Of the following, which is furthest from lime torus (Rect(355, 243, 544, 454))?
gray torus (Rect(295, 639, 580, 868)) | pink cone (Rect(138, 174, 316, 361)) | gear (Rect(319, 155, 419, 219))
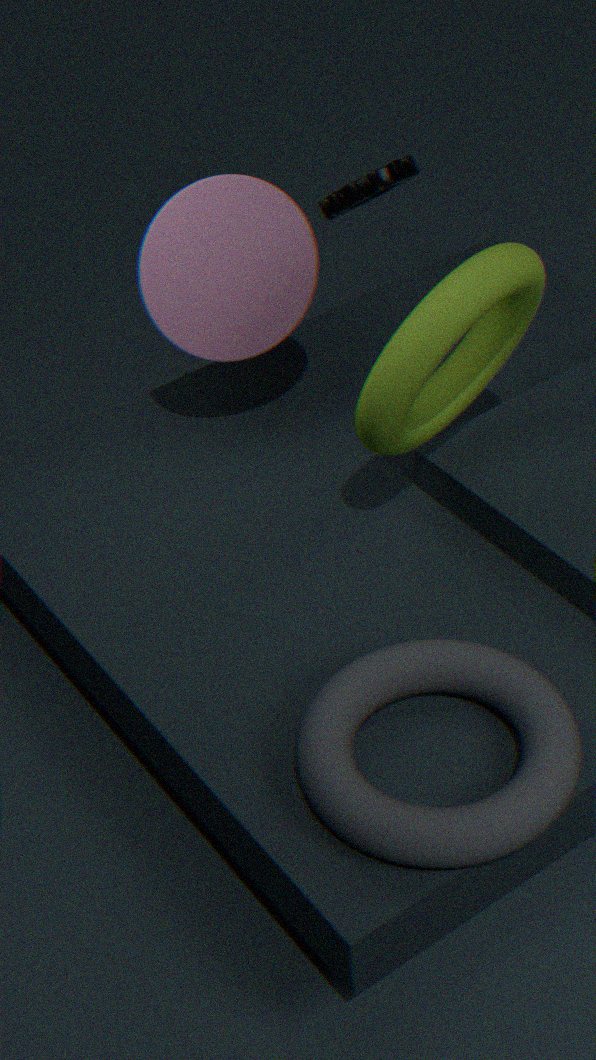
gear (Rect(319, 155, 419, 219))
